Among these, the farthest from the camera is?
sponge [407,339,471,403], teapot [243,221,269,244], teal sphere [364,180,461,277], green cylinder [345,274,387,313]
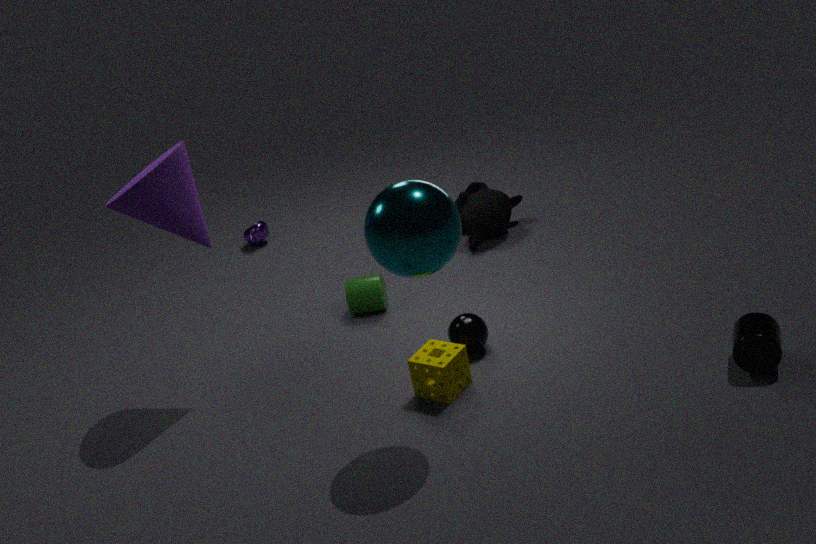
teapot [243,221,269,244]
